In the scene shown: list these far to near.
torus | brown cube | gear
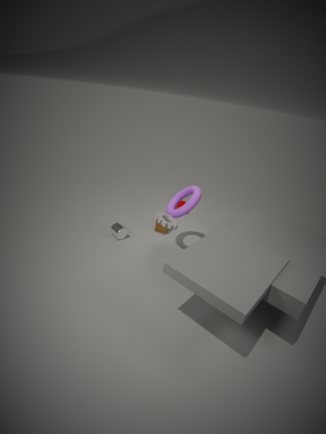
brown cube, torus, gear
